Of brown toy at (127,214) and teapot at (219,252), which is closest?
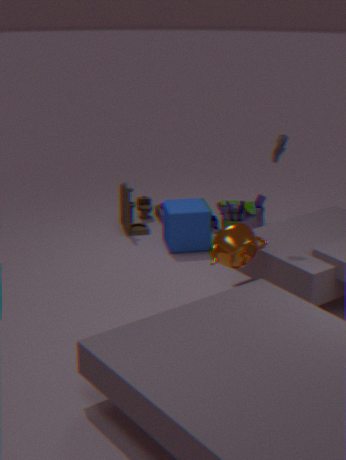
teapot at (219,252)
